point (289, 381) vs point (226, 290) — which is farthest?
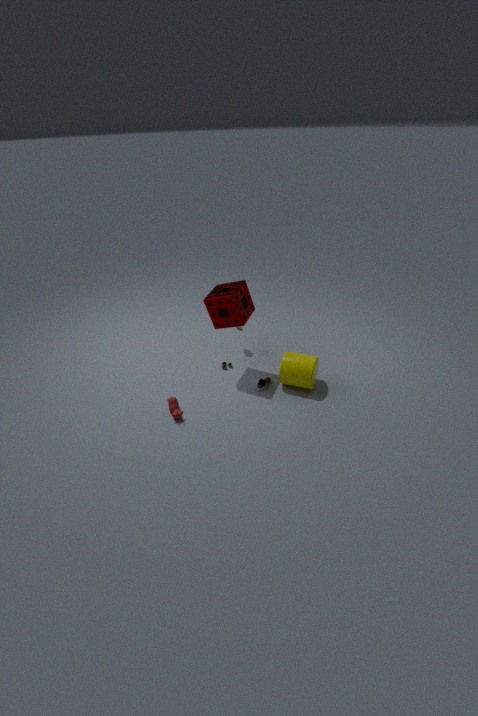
point (226, 290)
